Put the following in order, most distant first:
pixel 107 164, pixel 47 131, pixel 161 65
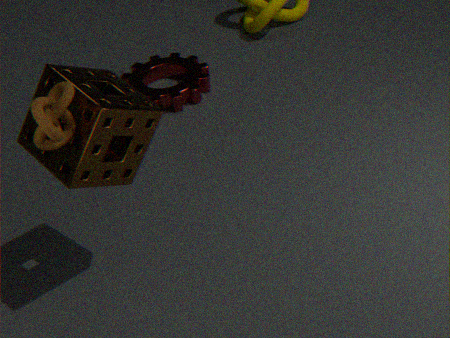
pixel 161 65 → pixel 107 164 → pixel 47 131
